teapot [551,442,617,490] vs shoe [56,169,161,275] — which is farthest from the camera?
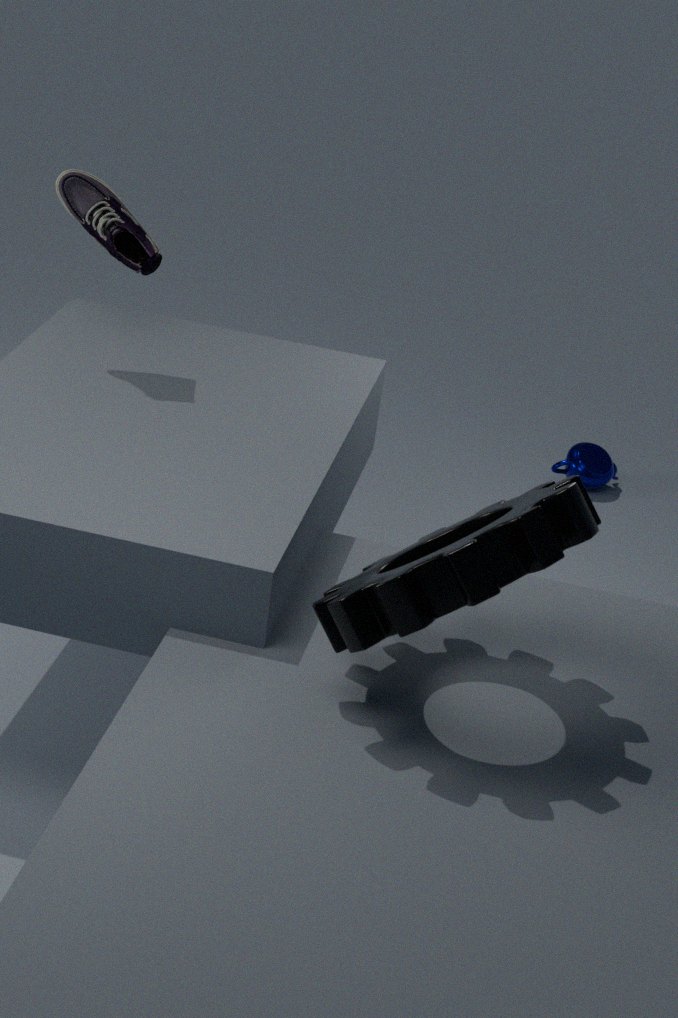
teapot [551,442,617,490]
